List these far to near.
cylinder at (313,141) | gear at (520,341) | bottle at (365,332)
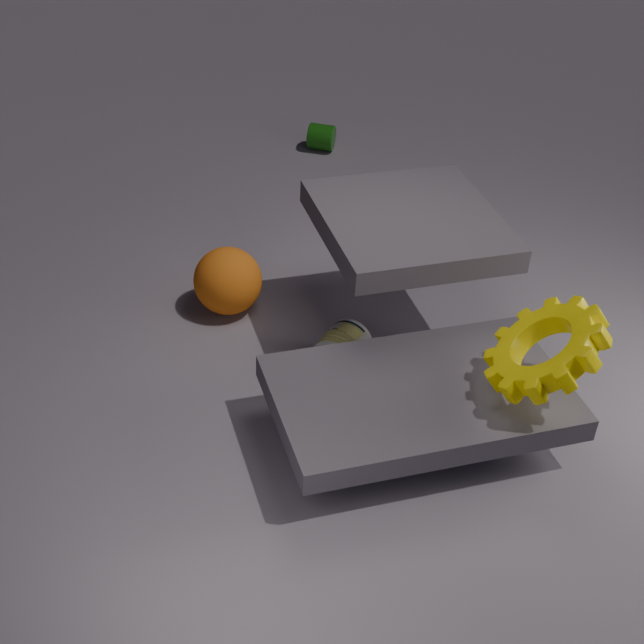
1. cylinder at (313,141)
2. bottle at (365,332)
3. gear at (520,341)
